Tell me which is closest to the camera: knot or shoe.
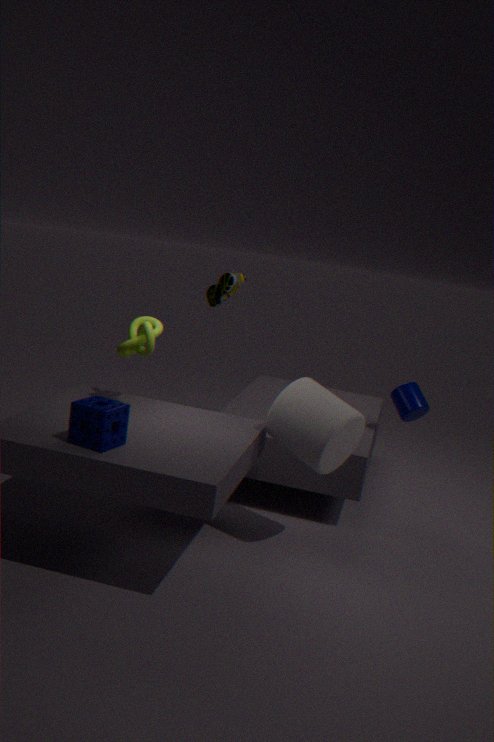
knot
